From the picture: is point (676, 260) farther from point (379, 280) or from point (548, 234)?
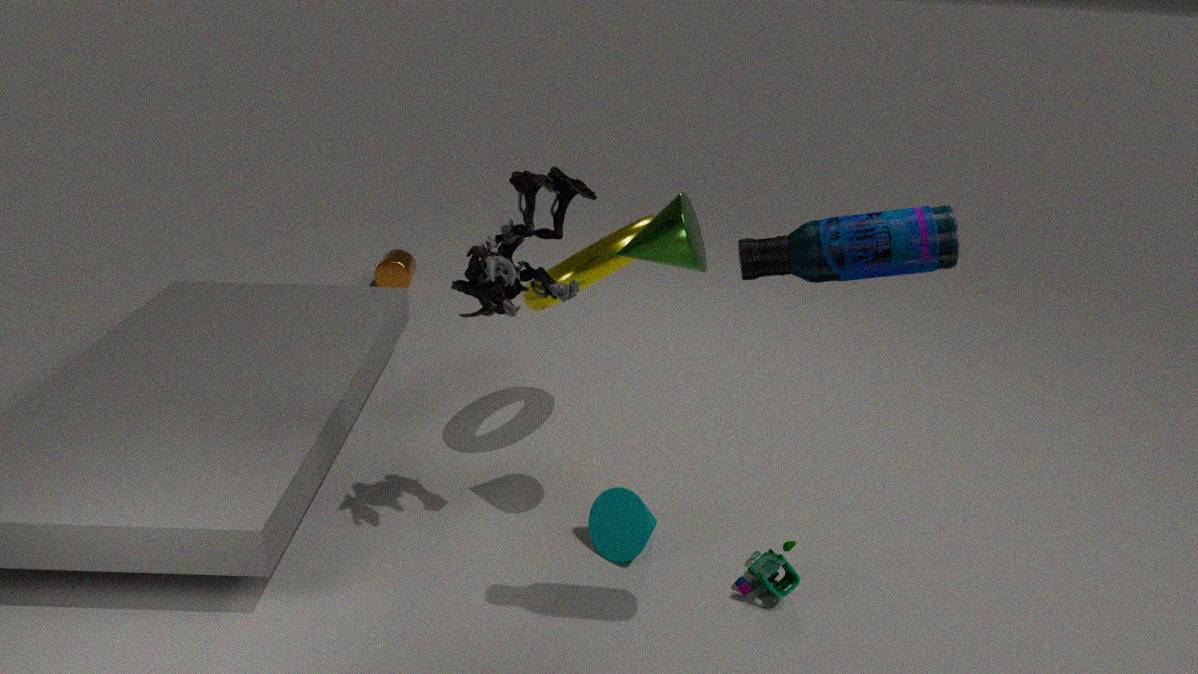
point (379, 280)
